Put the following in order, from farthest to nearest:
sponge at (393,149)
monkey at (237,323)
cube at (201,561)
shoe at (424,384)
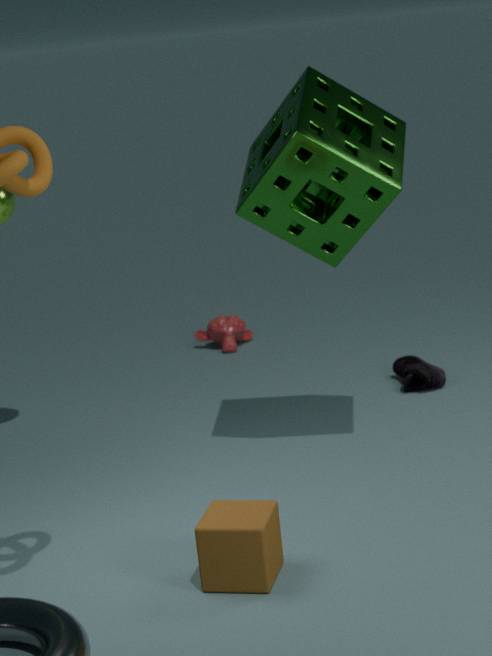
monkey at (237,323), shoe at (424,384), sponge at (393,149), cube at (201,561)
